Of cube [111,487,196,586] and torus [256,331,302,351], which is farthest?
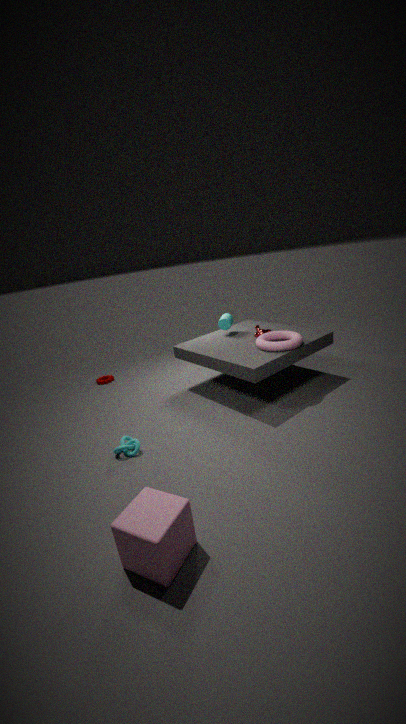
torus [256,331,302,351]
